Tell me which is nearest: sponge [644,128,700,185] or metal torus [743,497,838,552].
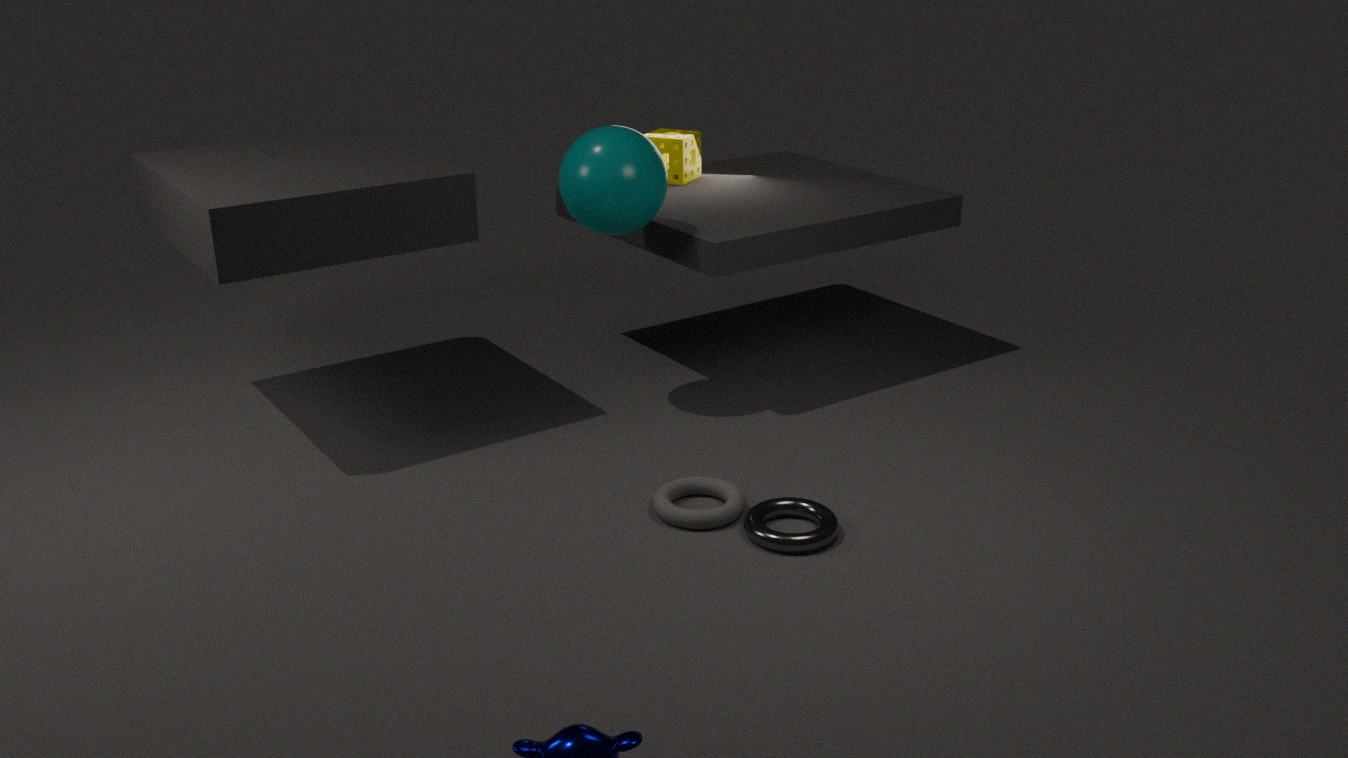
metal torus [743,497,838,552]
